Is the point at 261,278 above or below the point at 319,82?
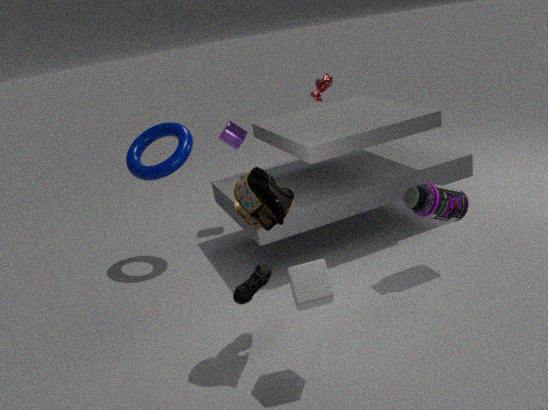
below
